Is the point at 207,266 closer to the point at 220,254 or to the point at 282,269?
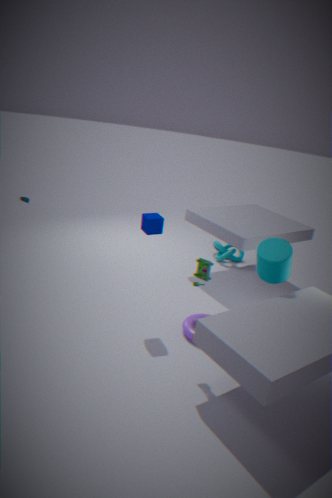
the point at 282,269
